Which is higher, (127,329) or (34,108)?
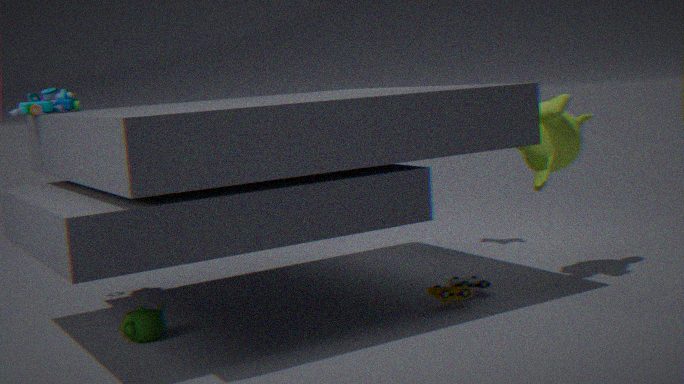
(34,108)
